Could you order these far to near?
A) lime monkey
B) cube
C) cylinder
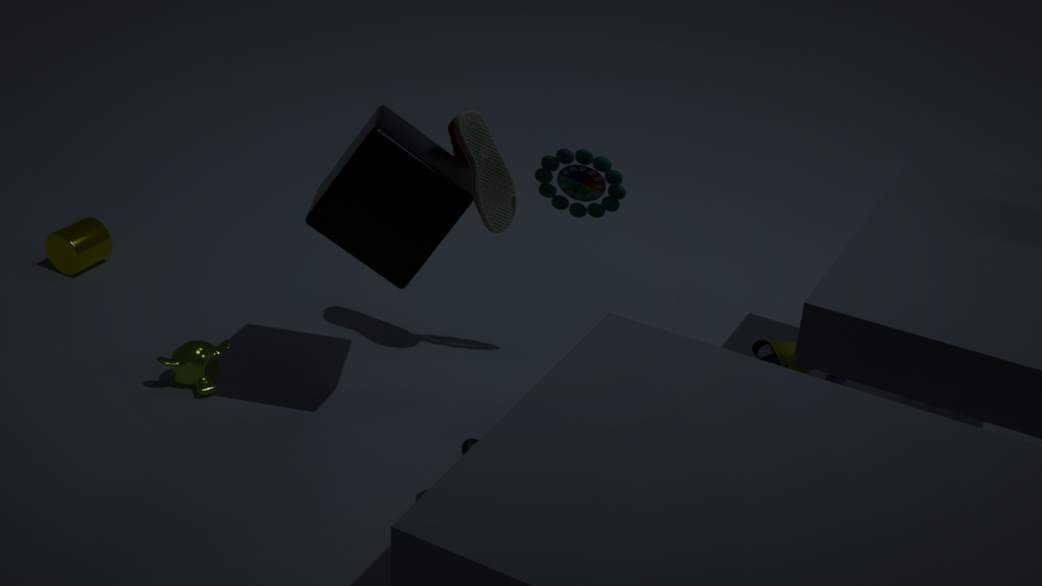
1. cylinder
2. lime monkey
3. cube
